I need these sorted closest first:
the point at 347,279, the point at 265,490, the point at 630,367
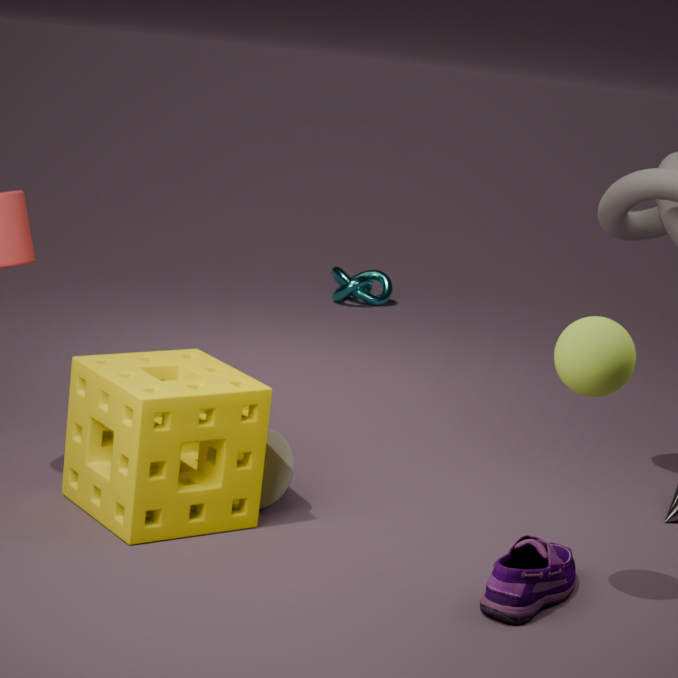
the point at 630,367
the point at 265,490
the point at 347,279
